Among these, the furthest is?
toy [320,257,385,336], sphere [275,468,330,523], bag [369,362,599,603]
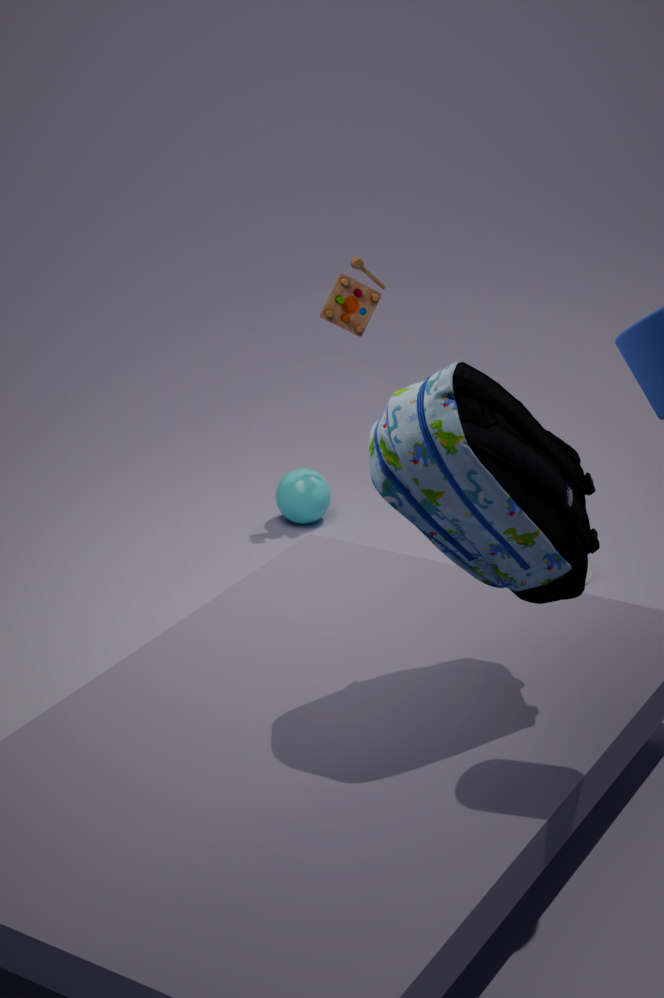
sphere [275,468,330,523]
